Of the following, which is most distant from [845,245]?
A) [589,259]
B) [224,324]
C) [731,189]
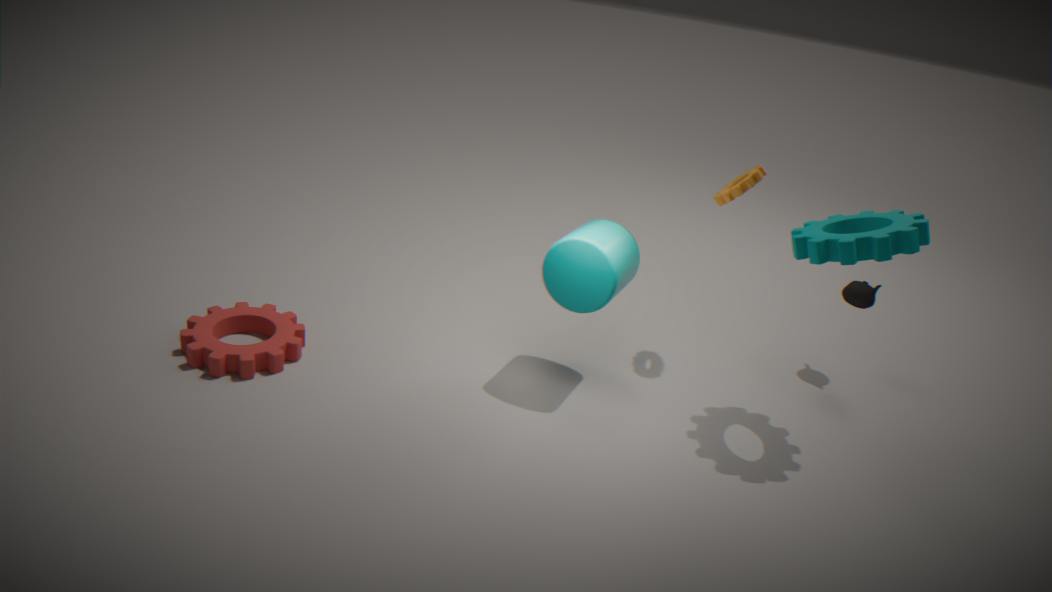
[224,324]
